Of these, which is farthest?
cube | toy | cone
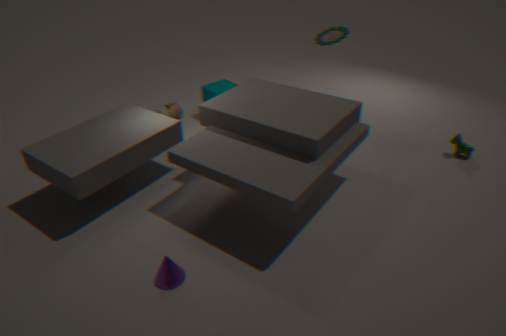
cube
